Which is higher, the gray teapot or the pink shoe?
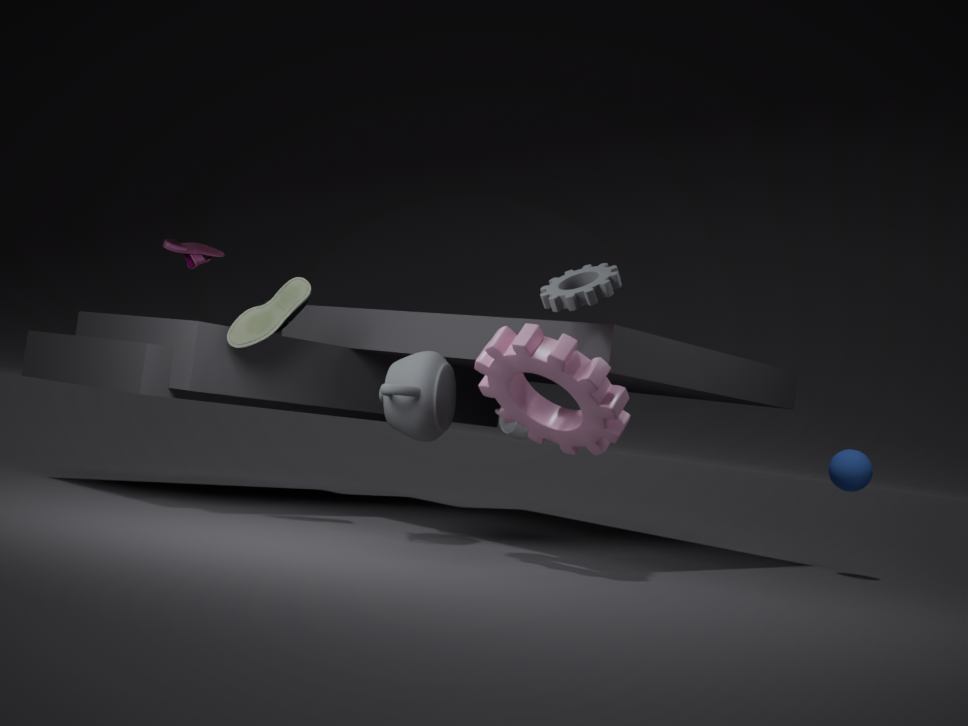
the pink shoe
